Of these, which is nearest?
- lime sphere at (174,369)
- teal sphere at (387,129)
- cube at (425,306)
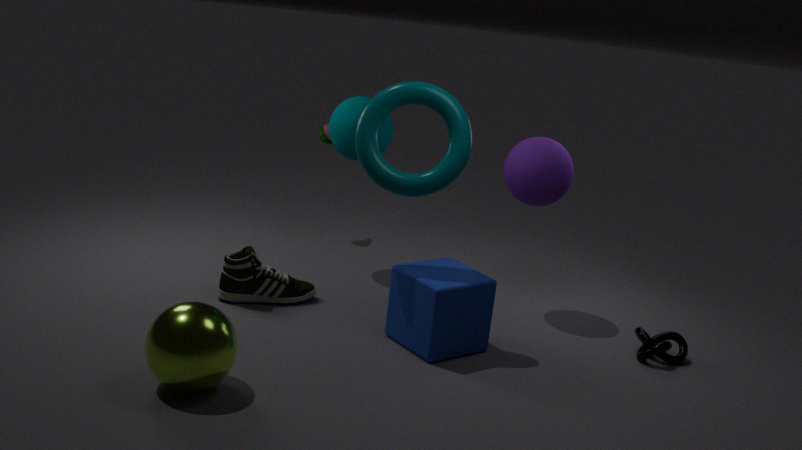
lime sphere at (174,369)
